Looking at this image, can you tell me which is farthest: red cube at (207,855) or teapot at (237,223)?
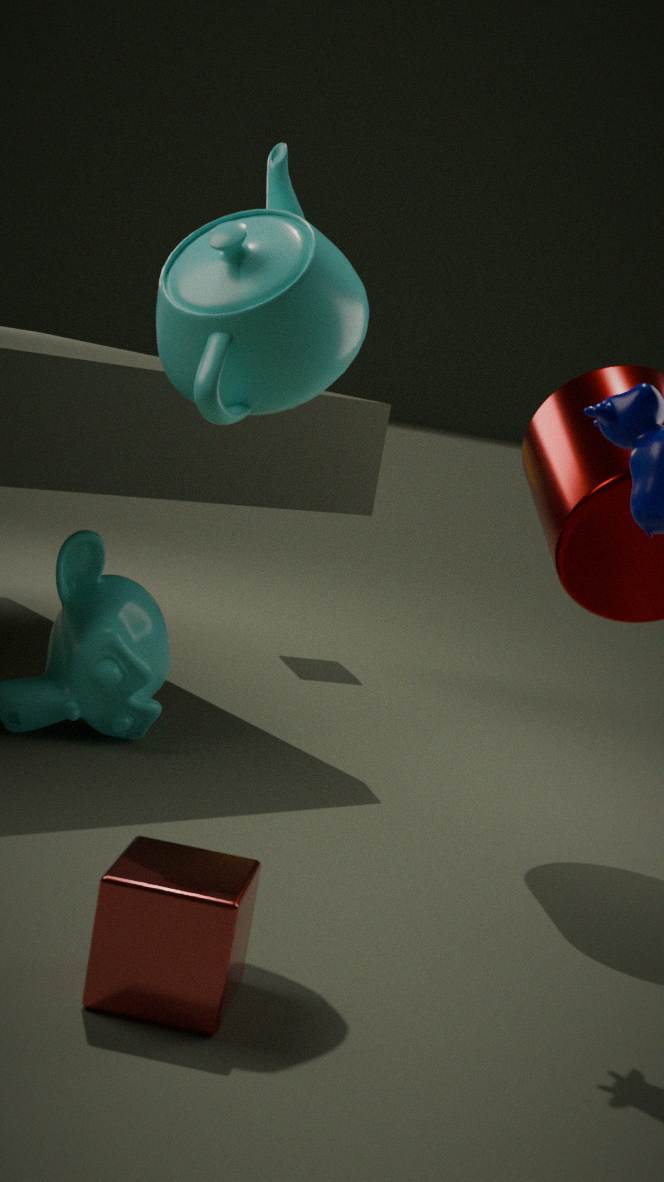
teapot at (237,223)
